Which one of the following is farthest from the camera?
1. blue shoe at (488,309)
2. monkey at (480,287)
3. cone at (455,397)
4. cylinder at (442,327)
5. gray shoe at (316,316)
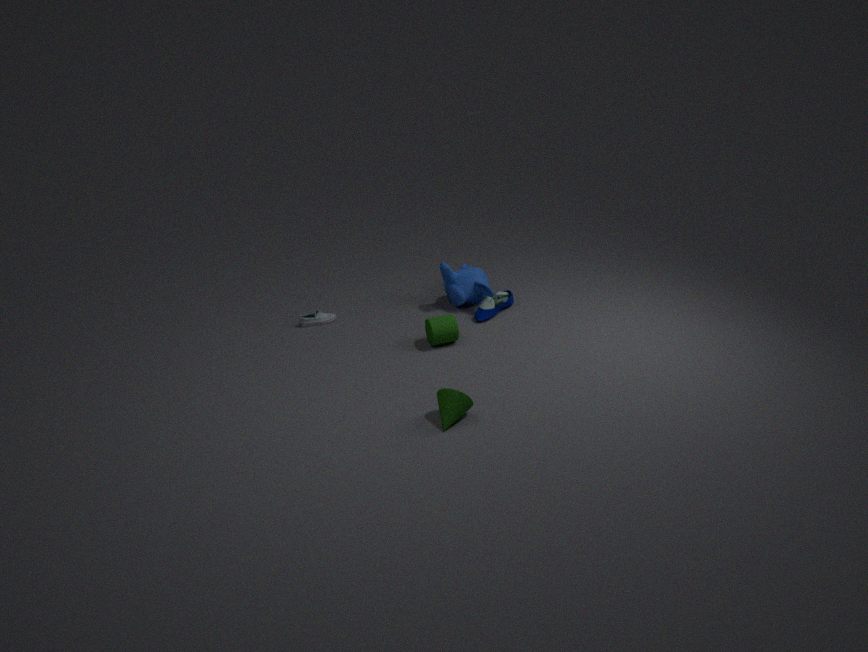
monkey at (480,287)
